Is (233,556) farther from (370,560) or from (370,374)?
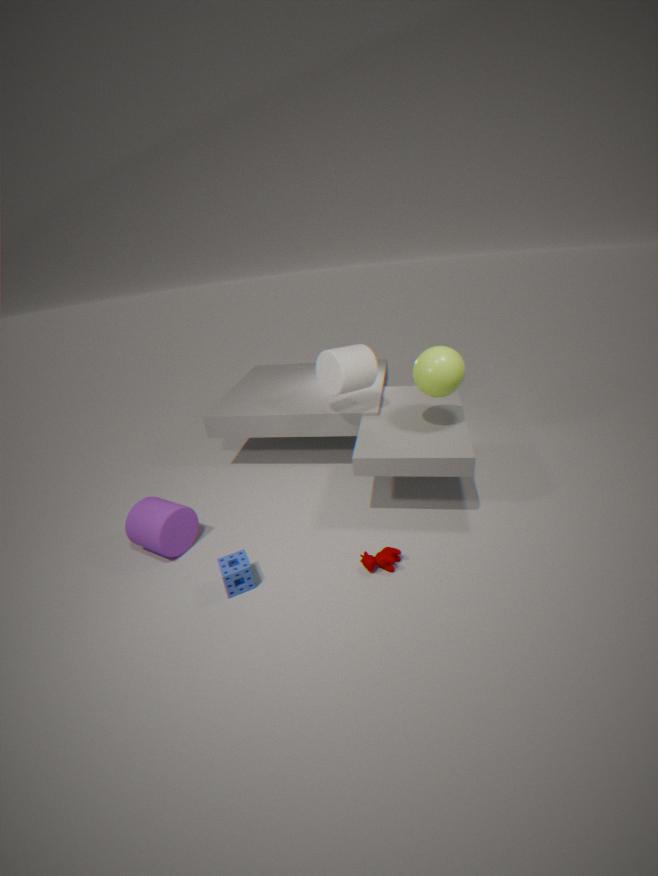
(370,374)
